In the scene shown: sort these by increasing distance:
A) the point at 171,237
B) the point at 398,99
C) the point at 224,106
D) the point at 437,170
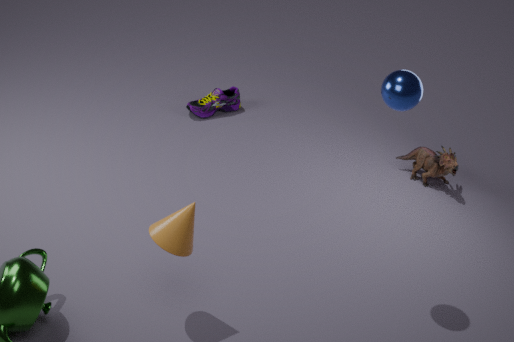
the point at 171,237 → the point at 398,99 → the point at 437,170 → the point at 224,106
